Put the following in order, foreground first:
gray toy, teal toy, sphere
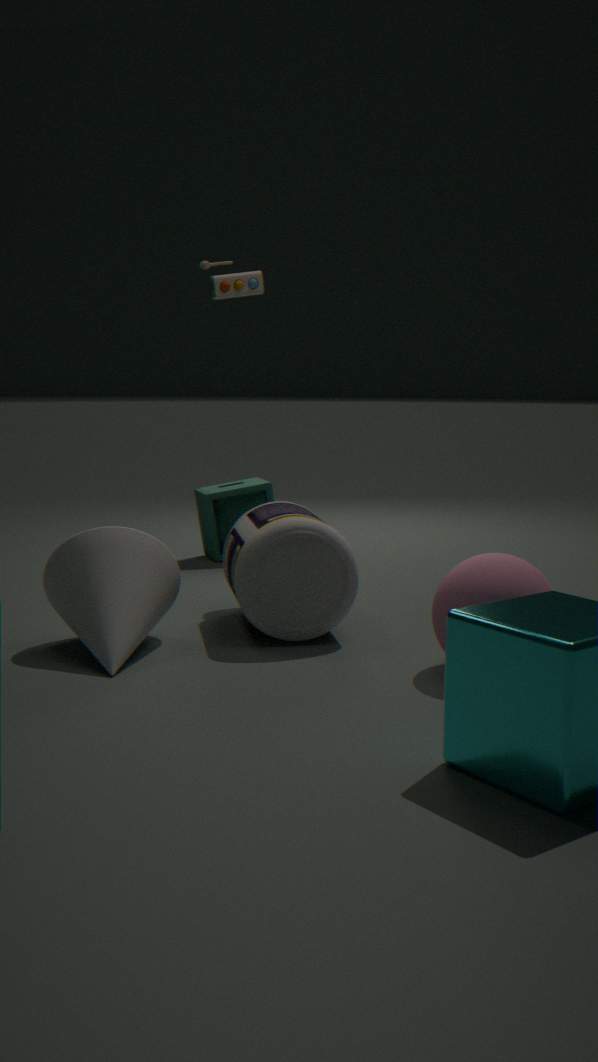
1. sphere
2. gray toy
3. teal toy
